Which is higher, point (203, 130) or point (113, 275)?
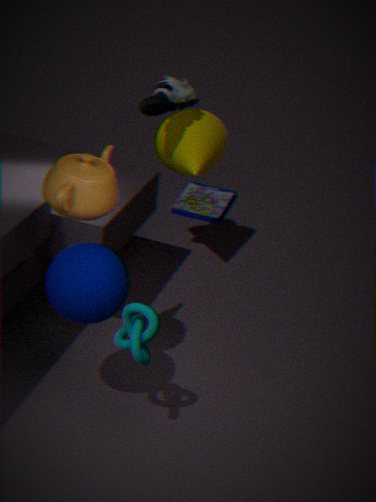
point (203, 130)
